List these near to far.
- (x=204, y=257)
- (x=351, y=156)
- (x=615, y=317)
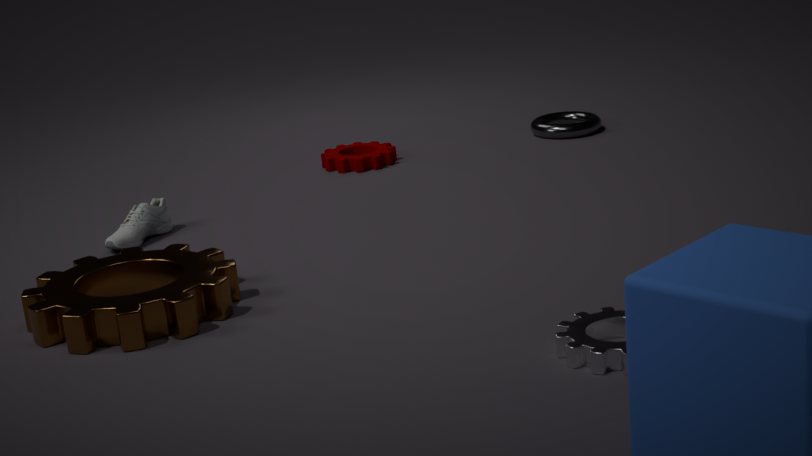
1. (x=615, y=317)
2. (x=204, y=257)
3. (x=351, y=156)
